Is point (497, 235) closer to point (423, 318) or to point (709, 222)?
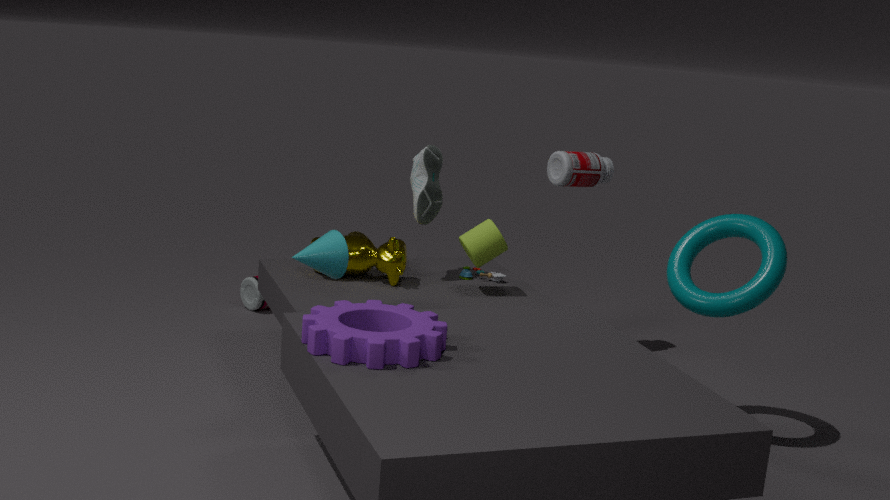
point (709, 222)
